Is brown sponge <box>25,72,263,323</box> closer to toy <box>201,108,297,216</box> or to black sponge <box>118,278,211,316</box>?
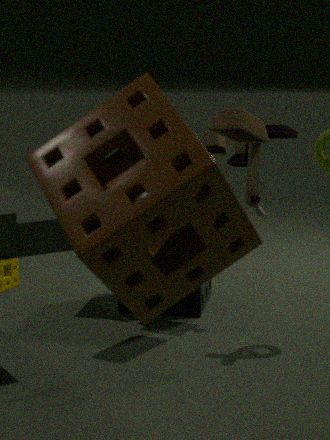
toy <box>201,108,297,216</box>
